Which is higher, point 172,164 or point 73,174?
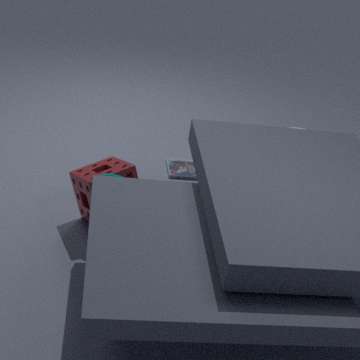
point 73,174
